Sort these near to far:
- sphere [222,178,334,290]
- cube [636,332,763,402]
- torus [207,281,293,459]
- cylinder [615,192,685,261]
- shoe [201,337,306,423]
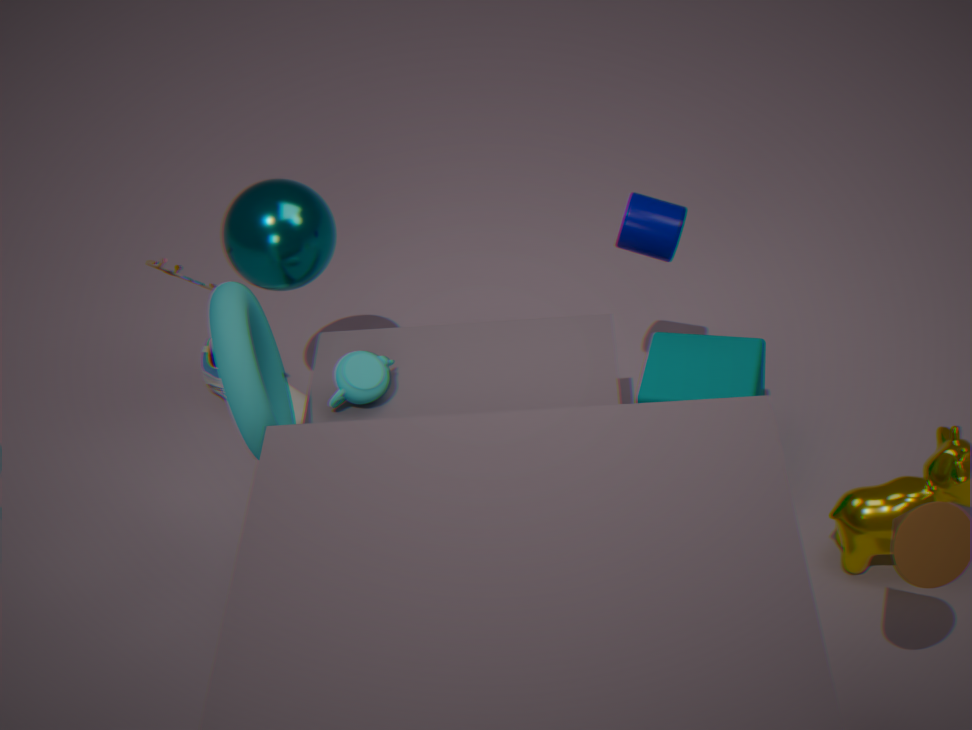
torus [207,281,293,459] < cube [636,332,763,402] < cylinder [615,192,685,261] < sphere [222,178,334,290] < shoe [201,337,306,423]
